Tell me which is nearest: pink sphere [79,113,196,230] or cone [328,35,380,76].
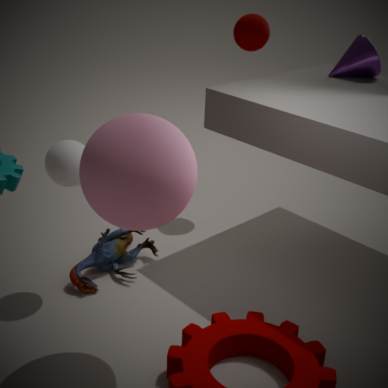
pink sphere [79,113,196,230]
